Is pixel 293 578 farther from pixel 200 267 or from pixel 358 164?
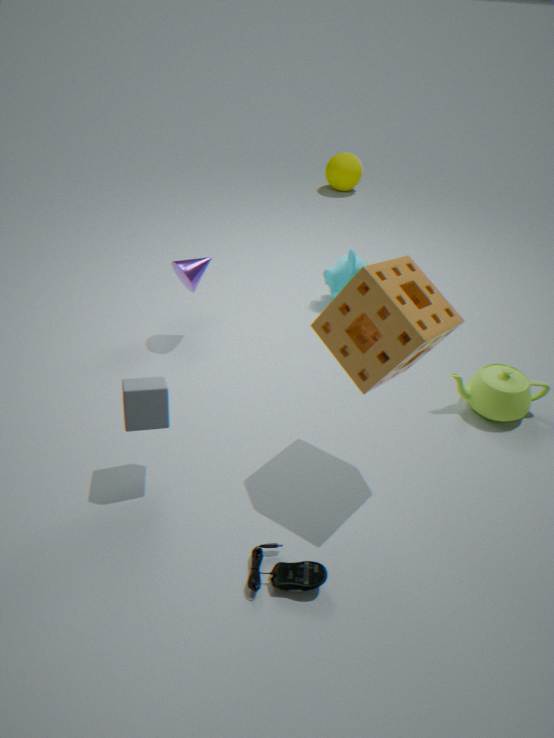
pixel 358 164
